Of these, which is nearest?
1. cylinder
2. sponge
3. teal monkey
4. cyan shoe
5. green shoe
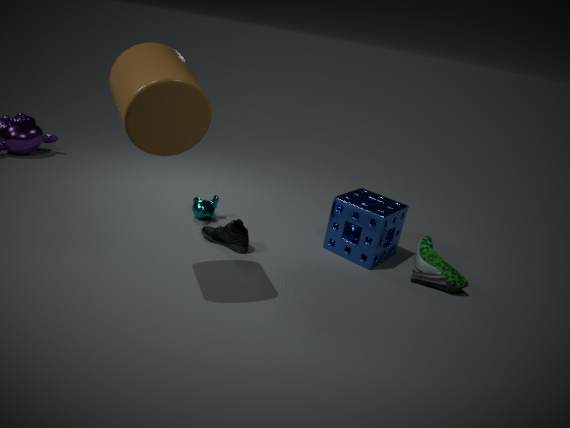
cylinder
